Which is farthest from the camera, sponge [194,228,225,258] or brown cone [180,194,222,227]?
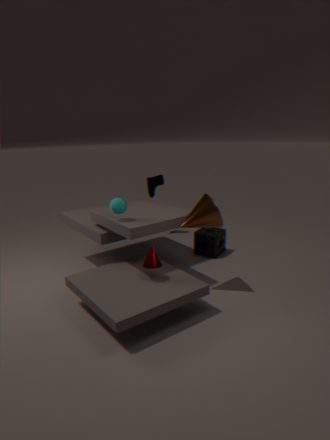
sponge [194,228,225,258]
